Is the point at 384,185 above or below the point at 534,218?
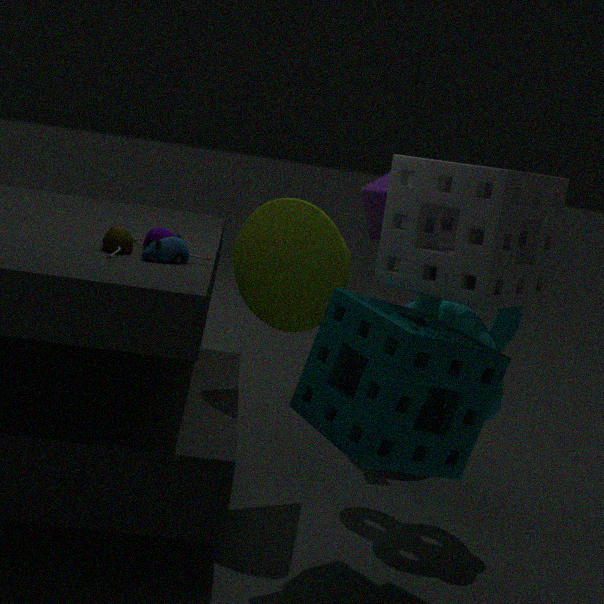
above
